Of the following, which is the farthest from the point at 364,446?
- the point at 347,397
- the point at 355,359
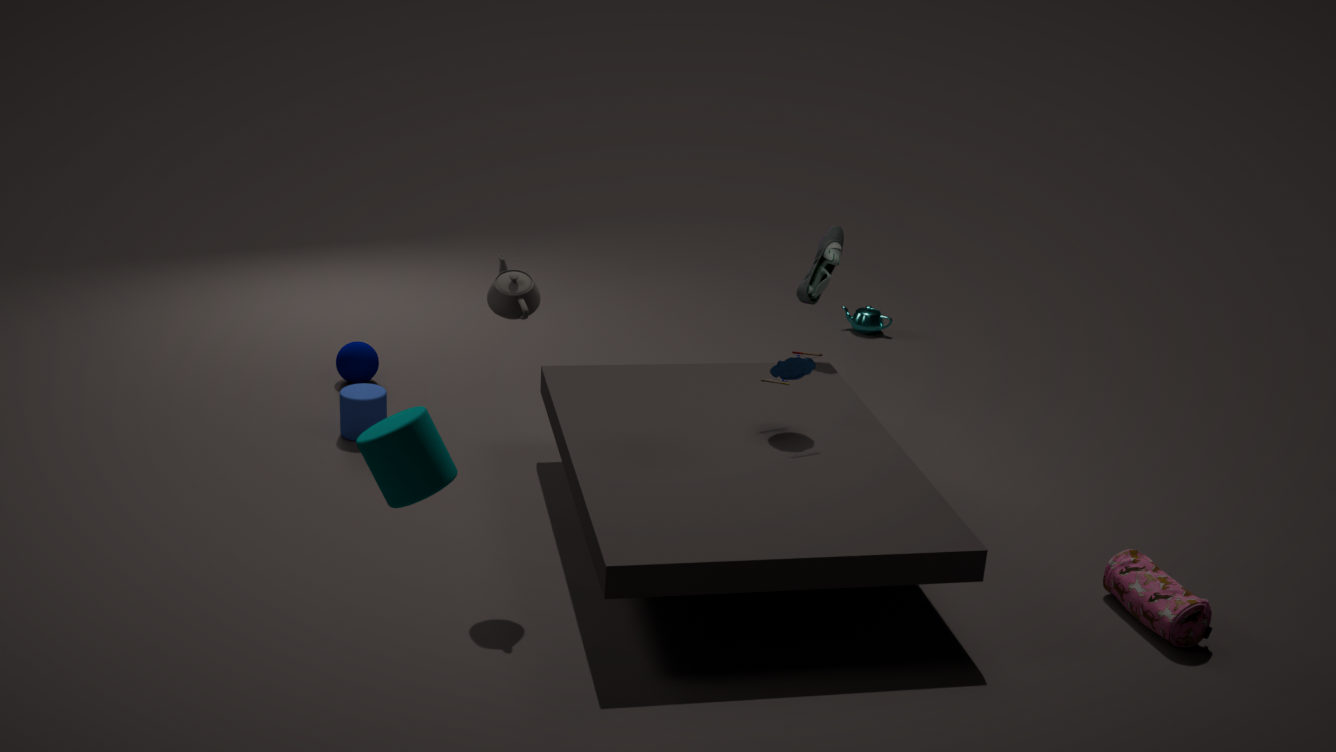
the point at 355,359
